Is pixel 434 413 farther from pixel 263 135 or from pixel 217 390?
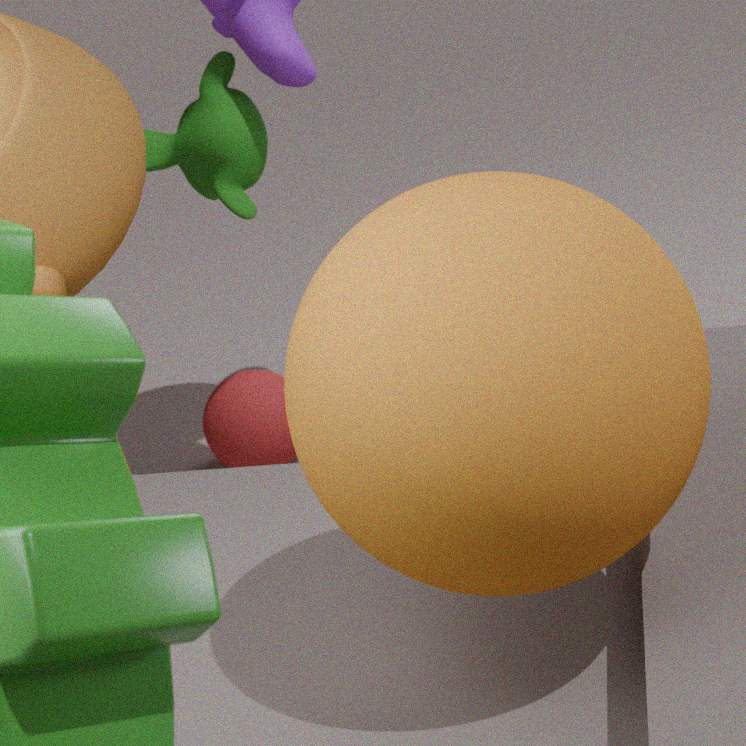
pixel 217 390
